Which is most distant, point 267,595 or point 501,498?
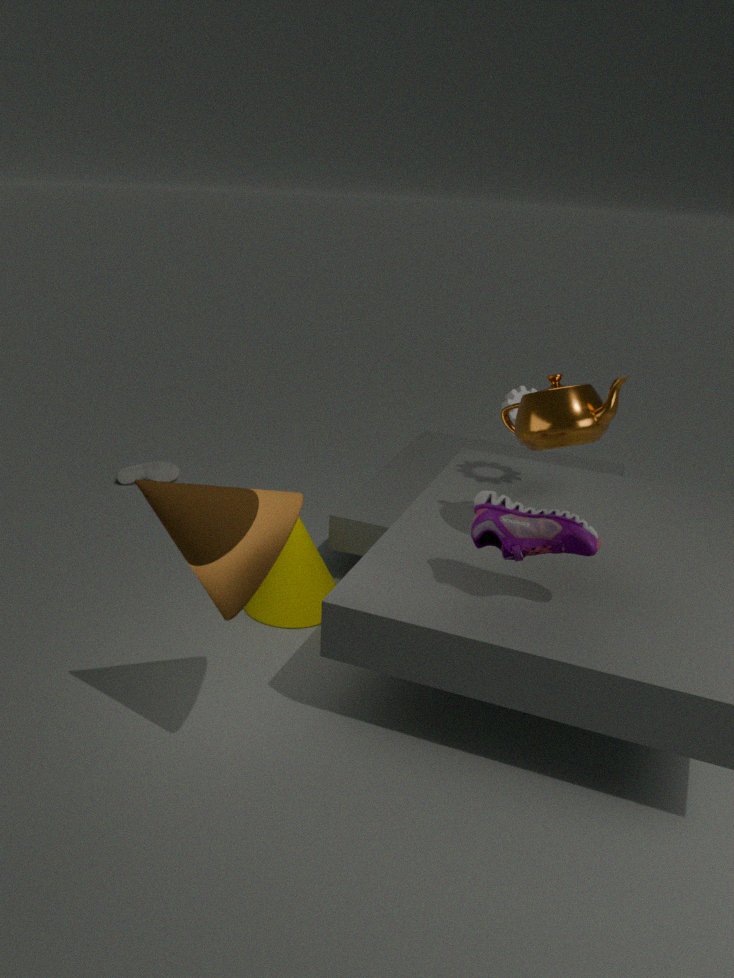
point 267,595
